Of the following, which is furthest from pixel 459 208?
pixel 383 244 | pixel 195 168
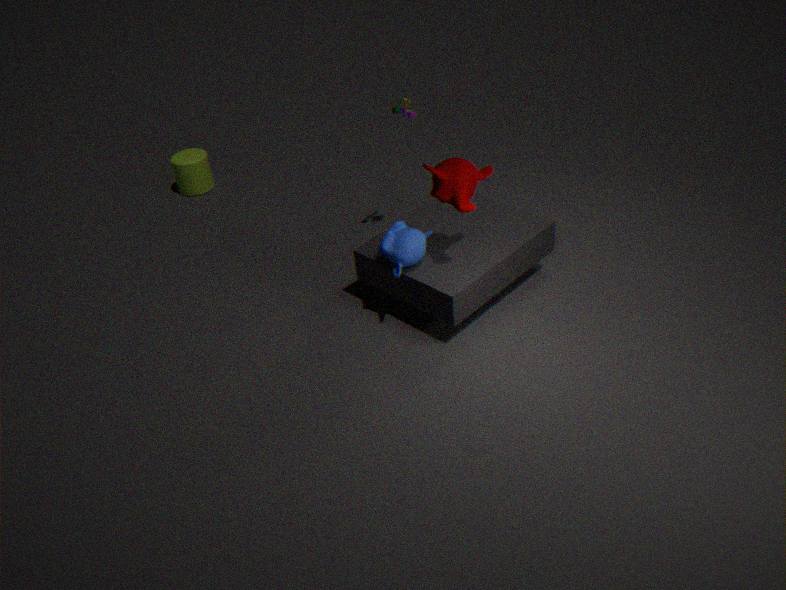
pixel 195 168
